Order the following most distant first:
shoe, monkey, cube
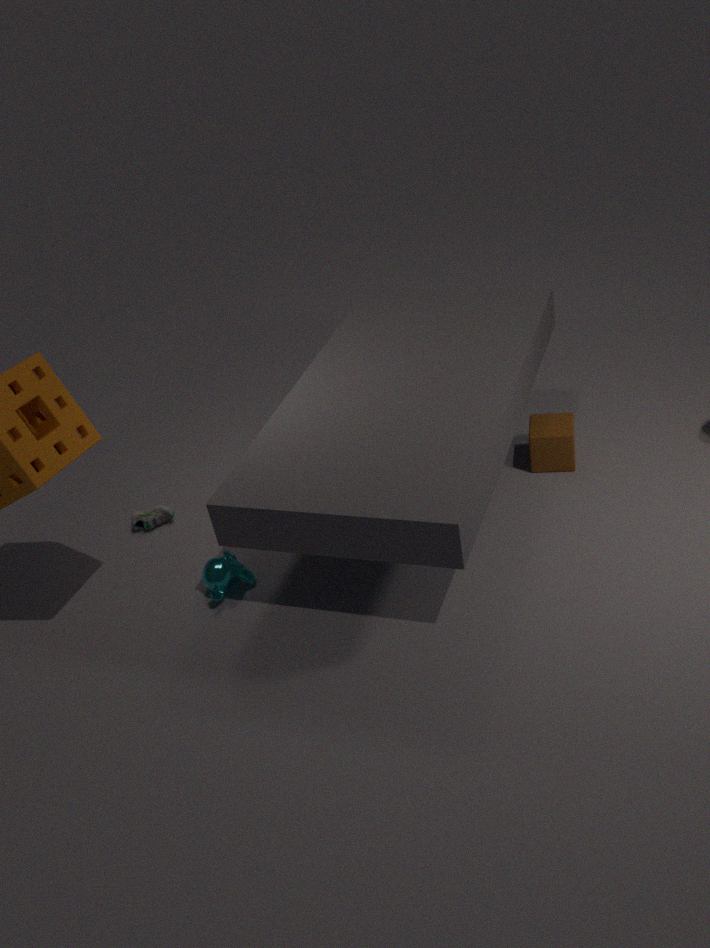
shoe → cube → monkey
